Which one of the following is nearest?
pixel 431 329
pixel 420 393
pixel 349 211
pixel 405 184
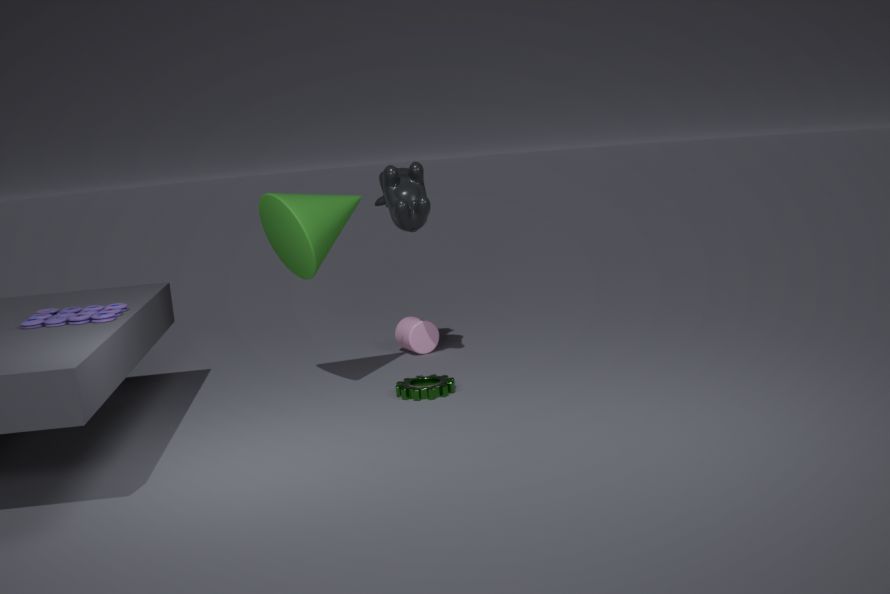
pixel 420 393
